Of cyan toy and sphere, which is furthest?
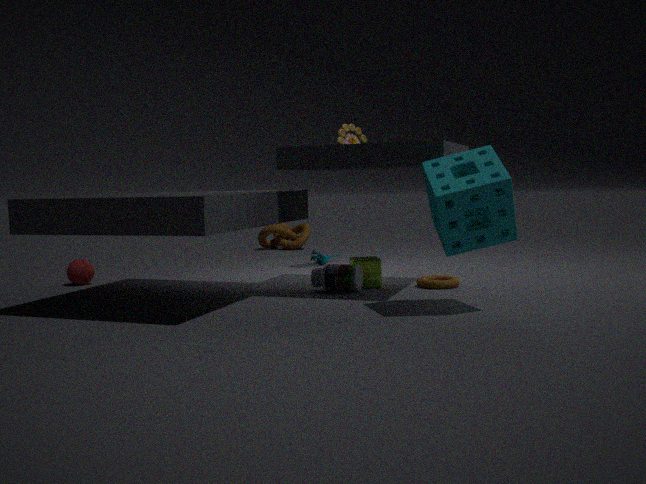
cyan toy
